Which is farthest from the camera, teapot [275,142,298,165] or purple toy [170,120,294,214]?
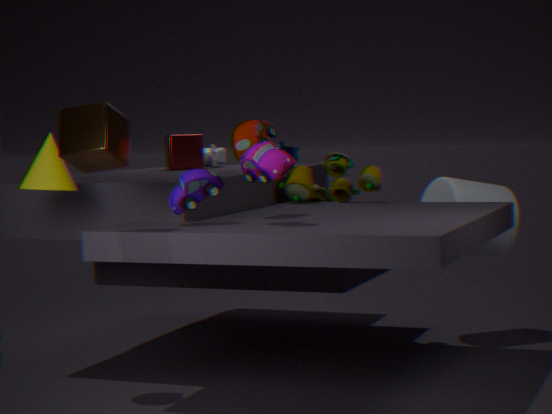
teapot [275,142,298,165]
